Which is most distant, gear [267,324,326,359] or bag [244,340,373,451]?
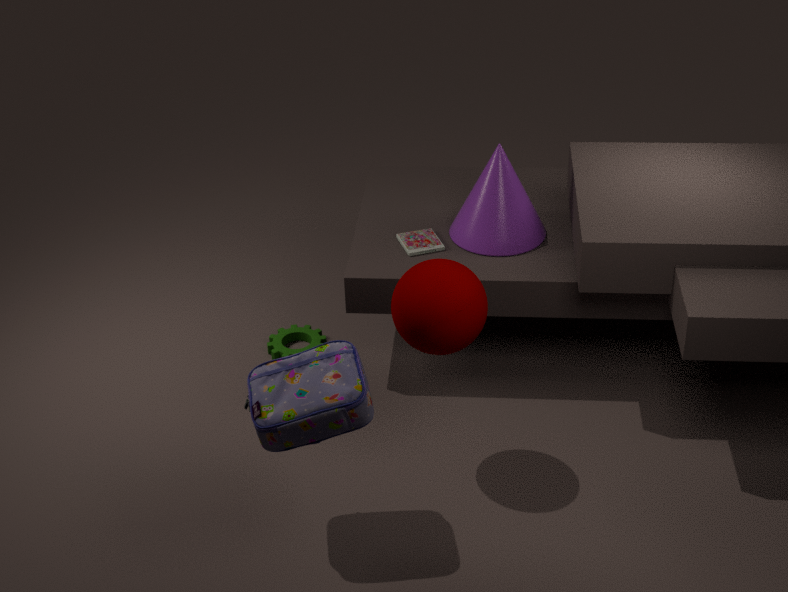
gear [267,324,326,359]
